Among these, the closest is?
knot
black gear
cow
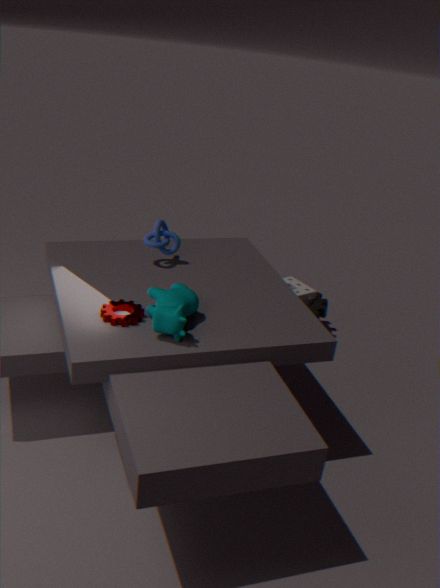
cow
